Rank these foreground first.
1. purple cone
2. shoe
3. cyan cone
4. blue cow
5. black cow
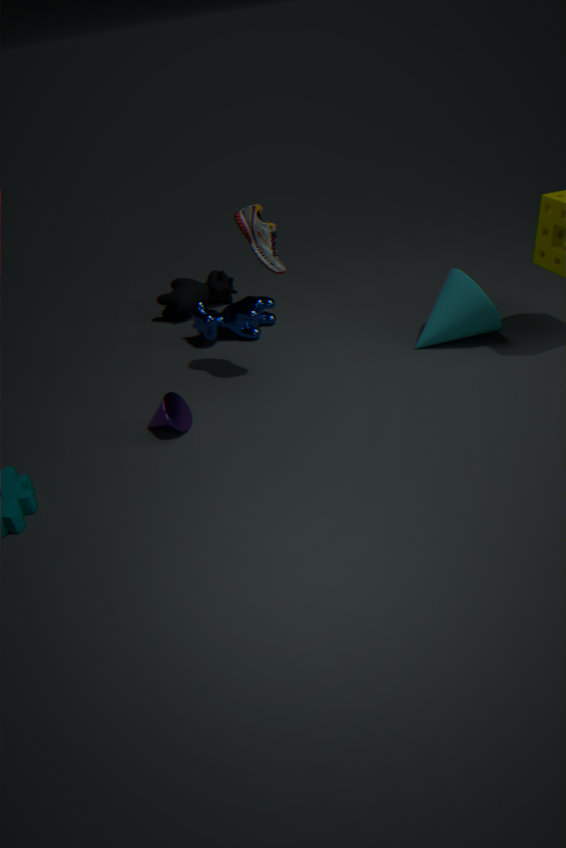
purple cone, shoe, cyan cone, blue cow, black cow
